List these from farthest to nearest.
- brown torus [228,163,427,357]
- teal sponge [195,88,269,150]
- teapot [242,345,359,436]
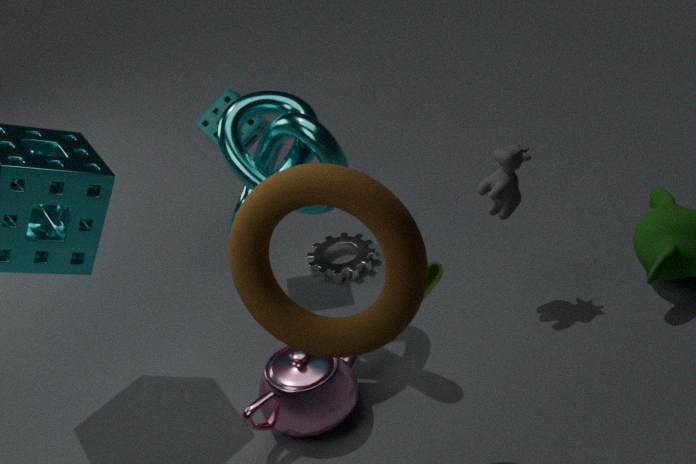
teal sponge [195,88,269,150] < teapot [242,345,359,436] < brown torus [228,163,427,357]
